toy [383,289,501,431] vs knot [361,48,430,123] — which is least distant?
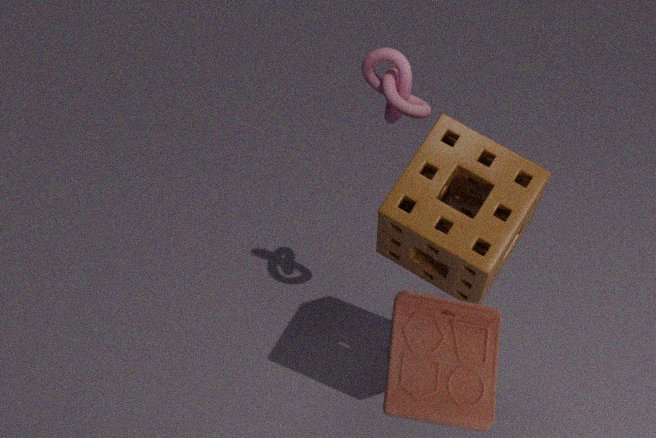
toy [383,289,501,431]
